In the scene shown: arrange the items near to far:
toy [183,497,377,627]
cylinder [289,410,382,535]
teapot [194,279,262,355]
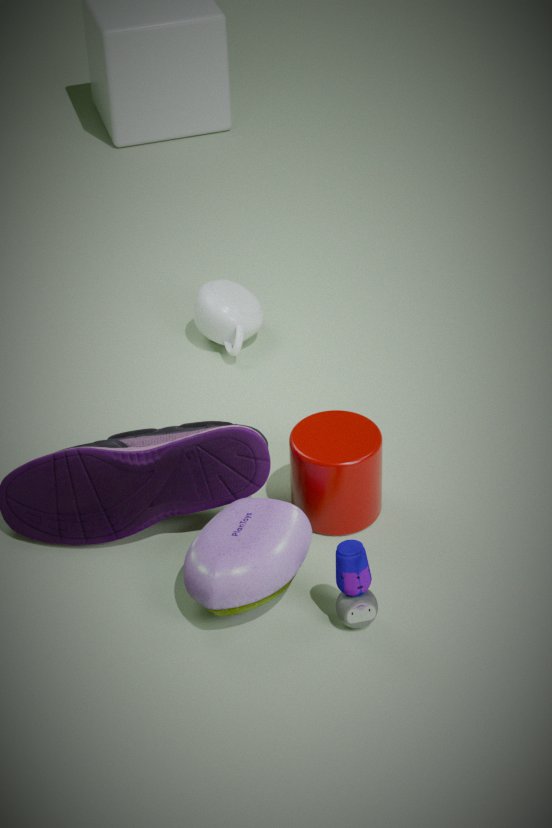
toy [183,497,377,627], cylinder [289,410,382,535], teapot [194,279,262,355]
